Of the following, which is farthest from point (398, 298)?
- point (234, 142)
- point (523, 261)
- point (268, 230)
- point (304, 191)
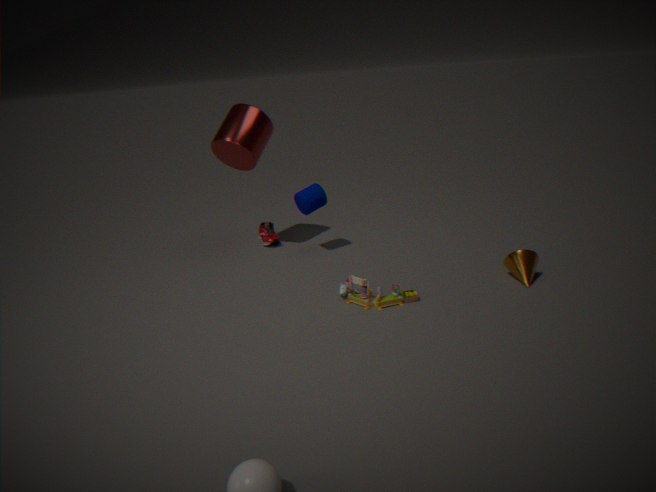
point (234, 142)
